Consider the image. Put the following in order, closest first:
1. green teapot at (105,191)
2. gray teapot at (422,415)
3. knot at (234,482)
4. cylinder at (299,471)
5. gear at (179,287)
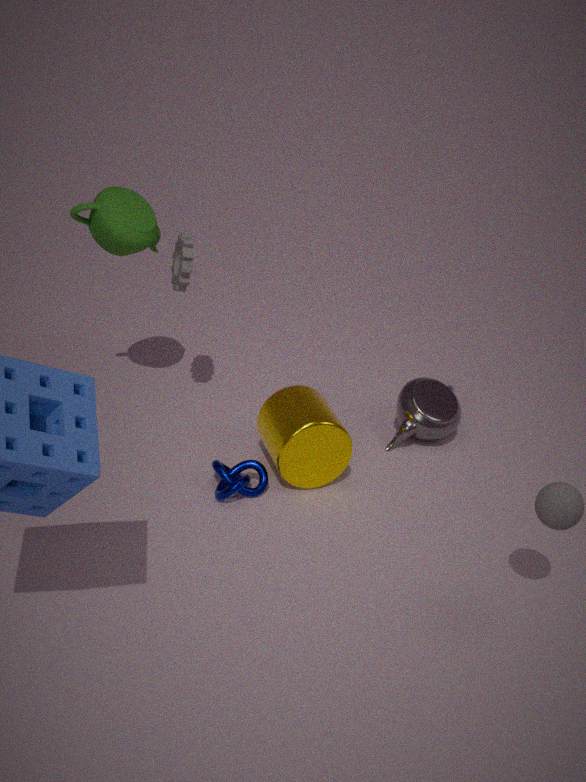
knot at (234,482), cylinder at (299,471), green teapot at (105,191), gear at (179,287), gray teapot at (422,415)
